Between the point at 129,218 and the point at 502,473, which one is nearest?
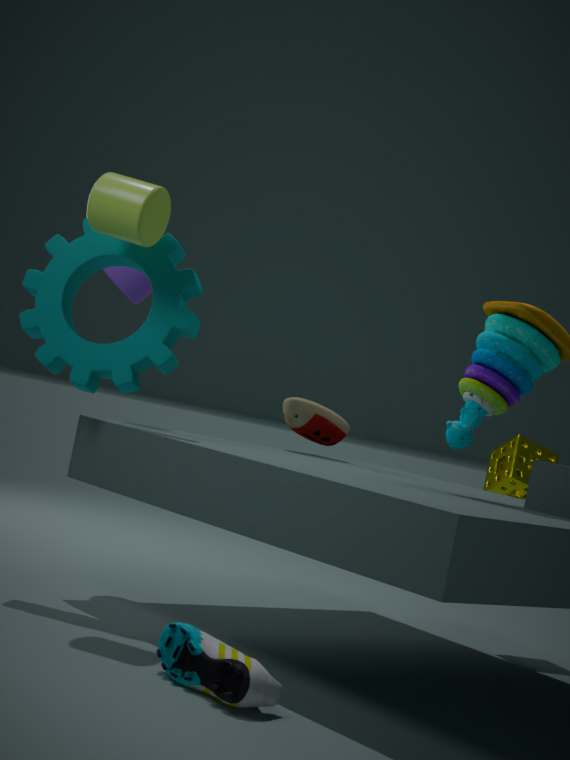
the point at 129,218
